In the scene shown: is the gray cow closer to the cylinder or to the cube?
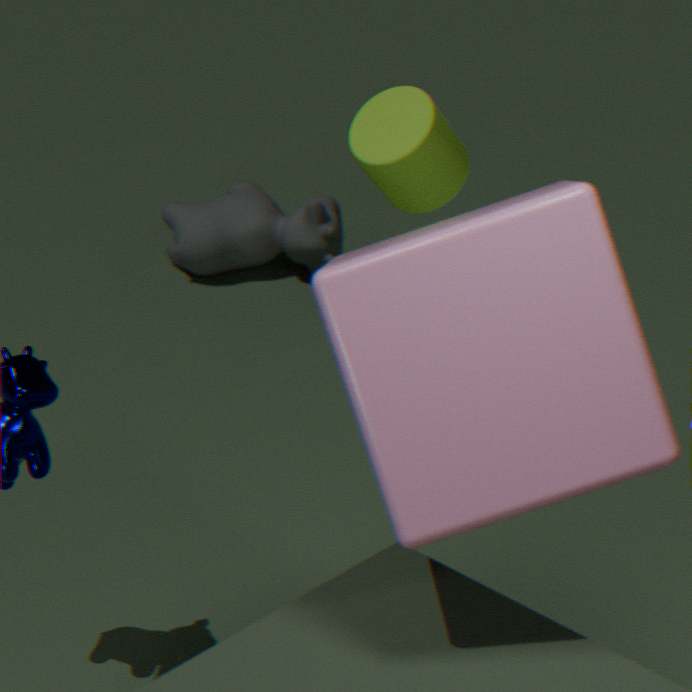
the cylinder
